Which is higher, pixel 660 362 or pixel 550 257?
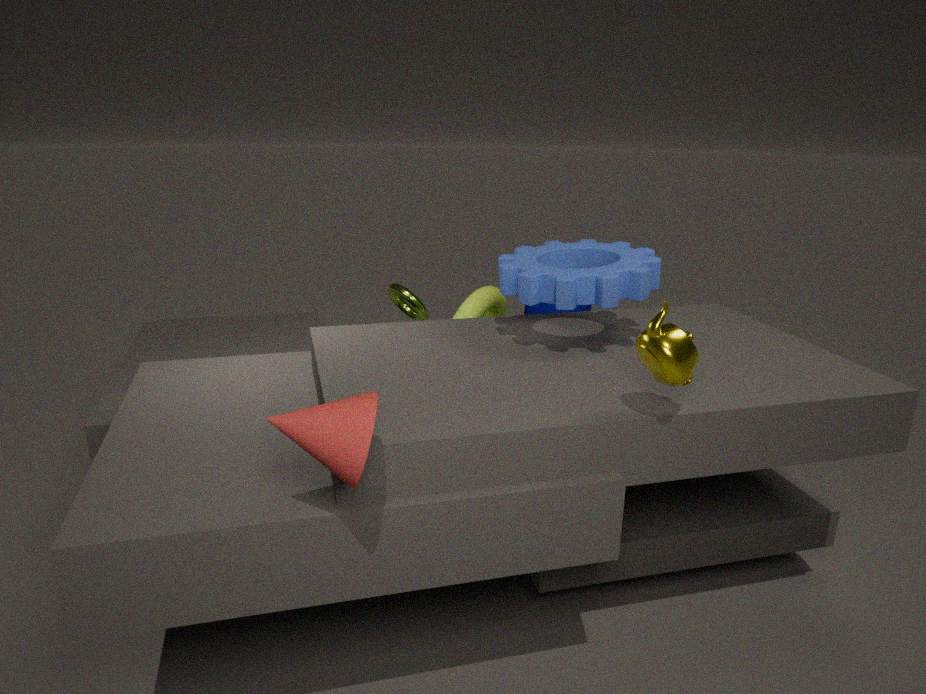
pixel 550 257
